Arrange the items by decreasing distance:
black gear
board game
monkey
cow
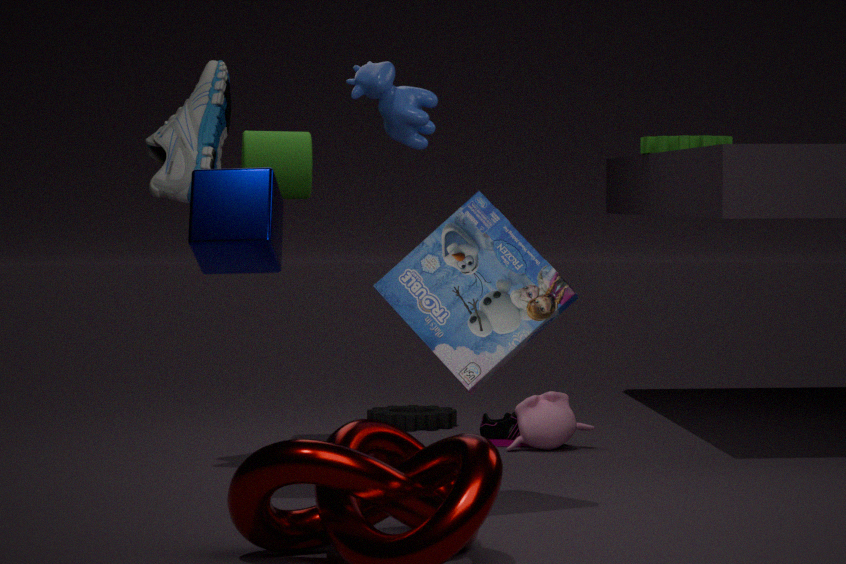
black gear, monkey, cow, board game
